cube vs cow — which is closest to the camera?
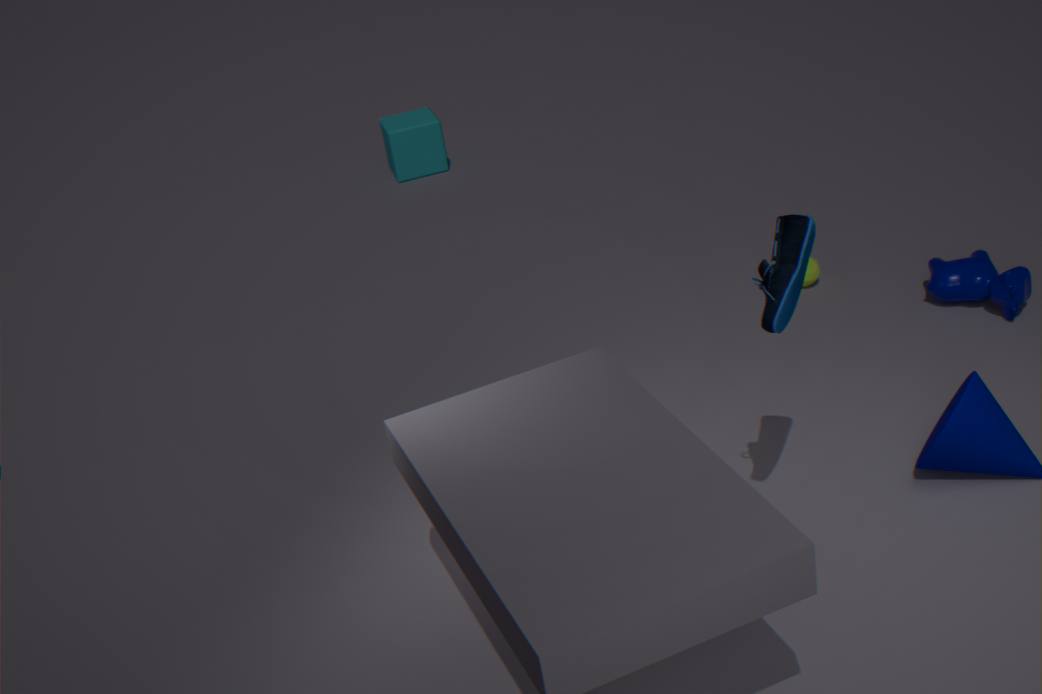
cow
